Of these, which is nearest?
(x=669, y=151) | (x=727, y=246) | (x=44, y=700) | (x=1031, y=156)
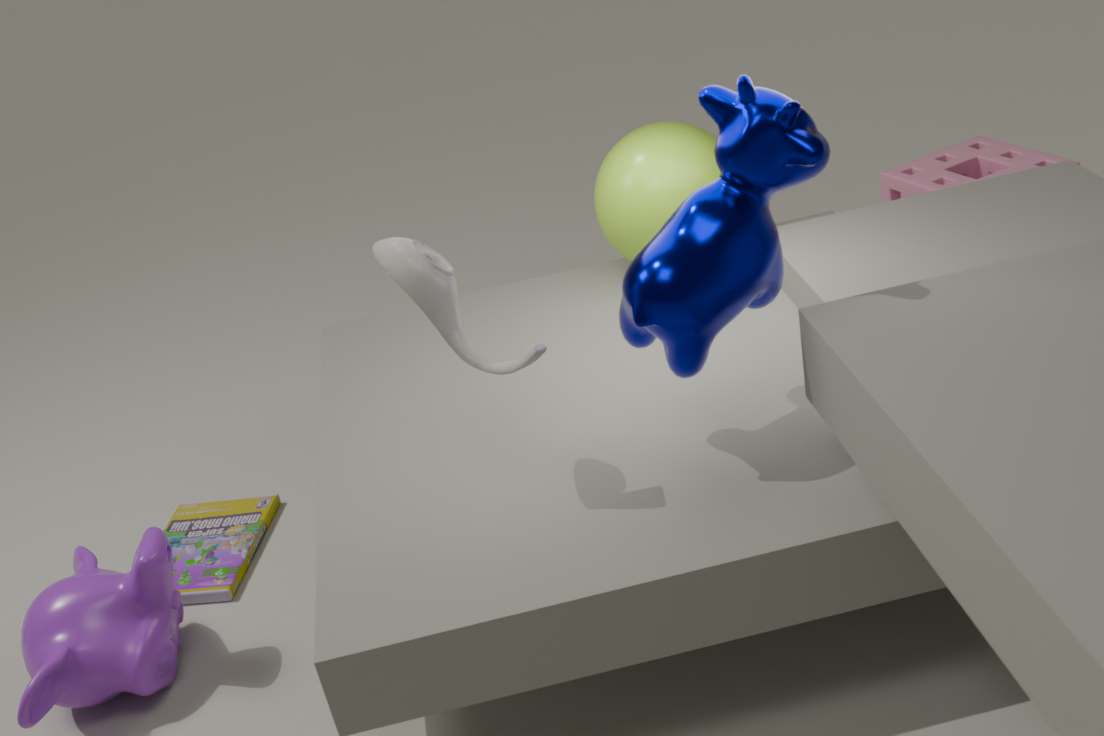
(x=727, y=246)
